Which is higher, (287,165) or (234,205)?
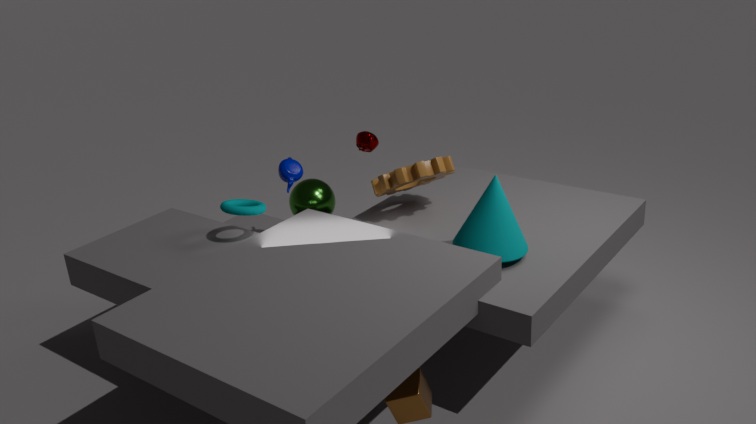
(287,165)
